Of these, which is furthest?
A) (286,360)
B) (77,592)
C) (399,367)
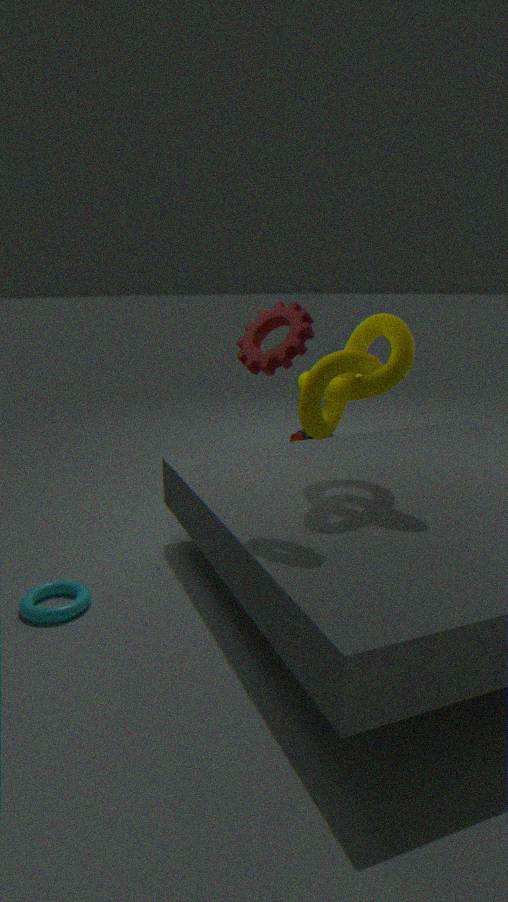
(77,592)
